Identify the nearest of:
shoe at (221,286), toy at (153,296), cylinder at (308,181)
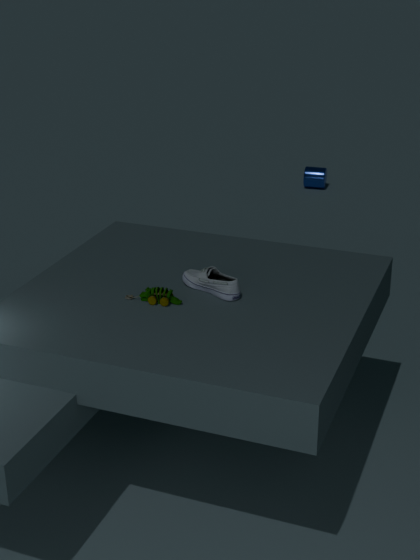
toy at (153,296)
